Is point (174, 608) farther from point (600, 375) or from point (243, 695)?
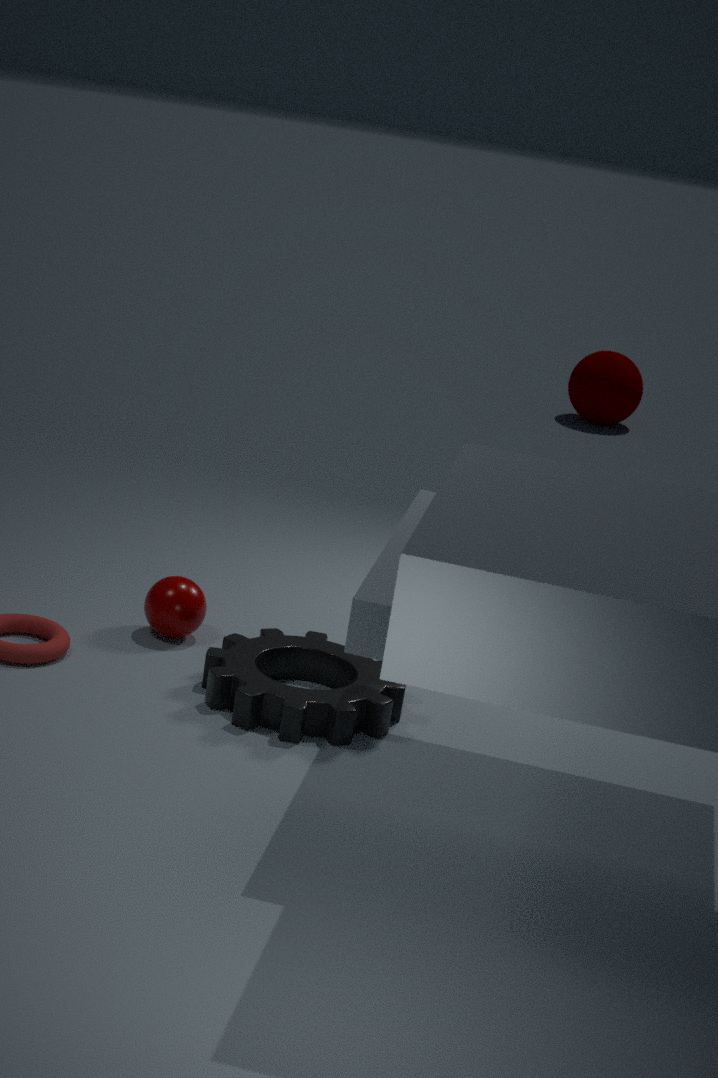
point (600, 375)
